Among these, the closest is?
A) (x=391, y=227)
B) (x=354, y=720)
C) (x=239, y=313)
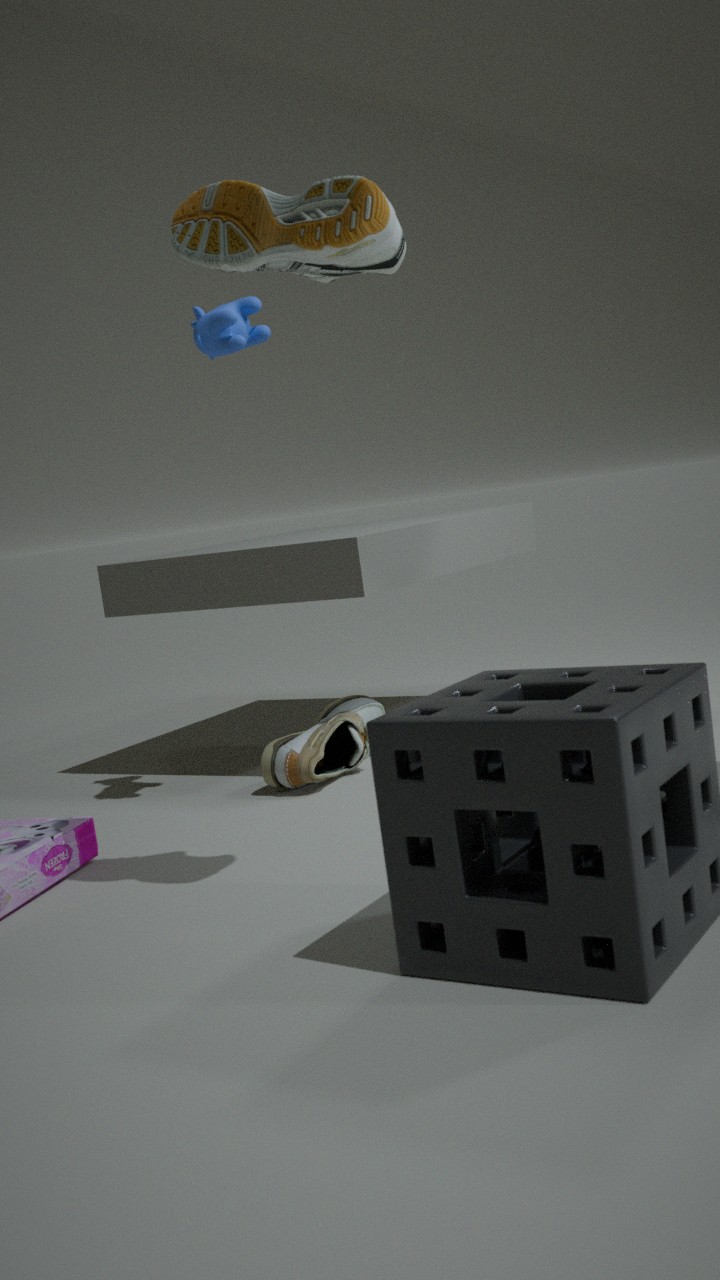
(x=391, y=227)
